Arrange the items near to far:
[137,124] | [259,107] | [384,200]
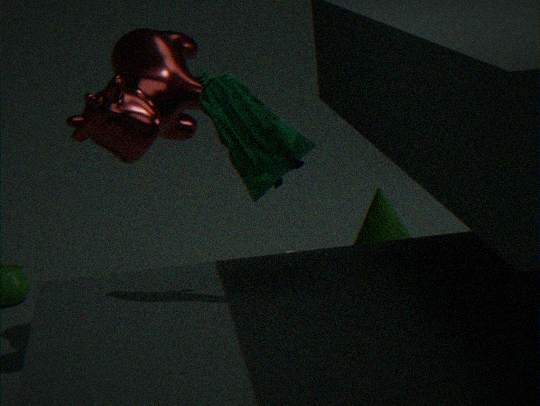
1. [259,107]
2. [384,200]
3. [137,124]
